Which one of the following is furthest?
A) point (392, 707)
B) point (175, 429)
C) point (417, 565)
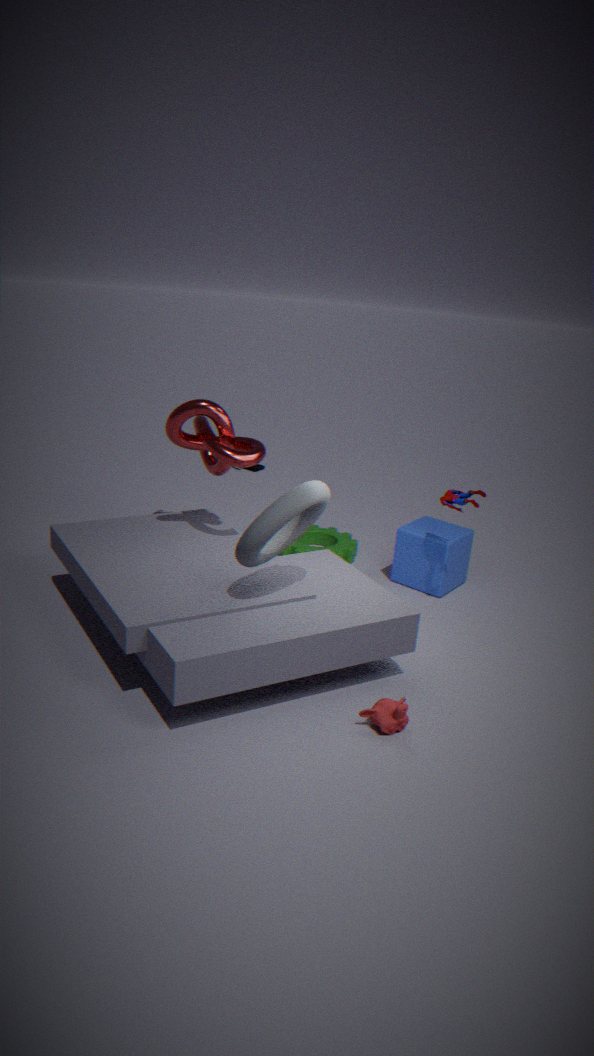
C
